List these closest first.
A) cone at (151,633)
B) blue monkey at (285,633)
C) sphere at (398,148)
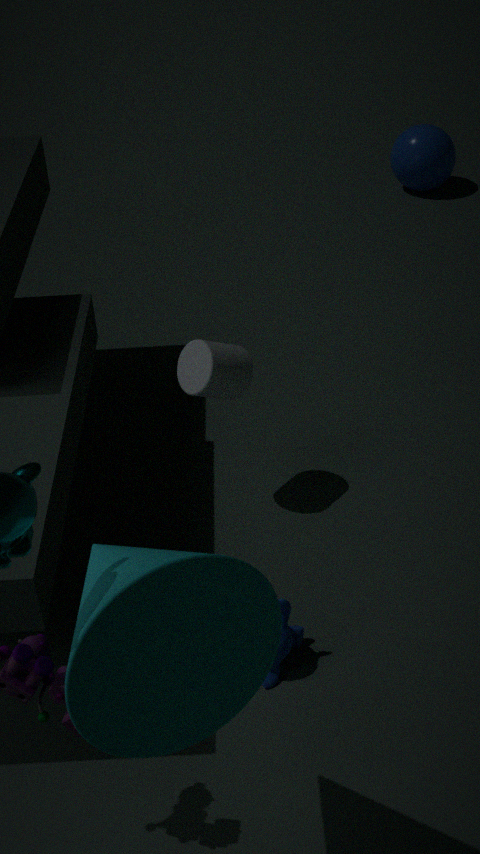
cone at (151,633), blue monkey at (285,633), sphere at (398,148)
